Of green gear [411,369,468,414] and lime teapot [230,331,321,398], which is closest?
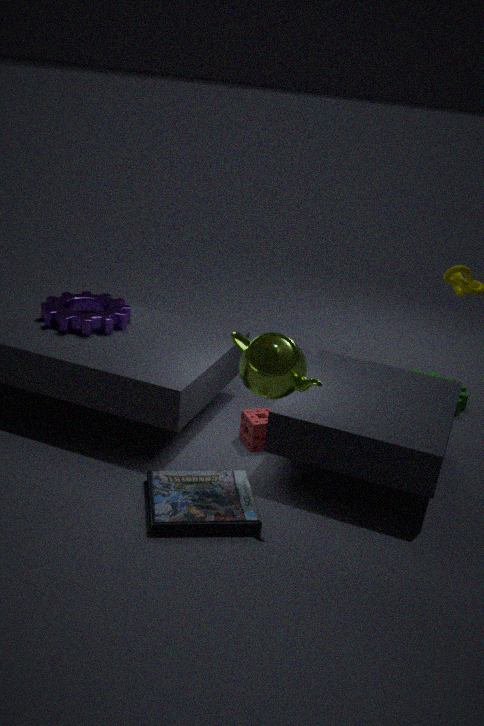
lime teapot [230,331,321,398]
